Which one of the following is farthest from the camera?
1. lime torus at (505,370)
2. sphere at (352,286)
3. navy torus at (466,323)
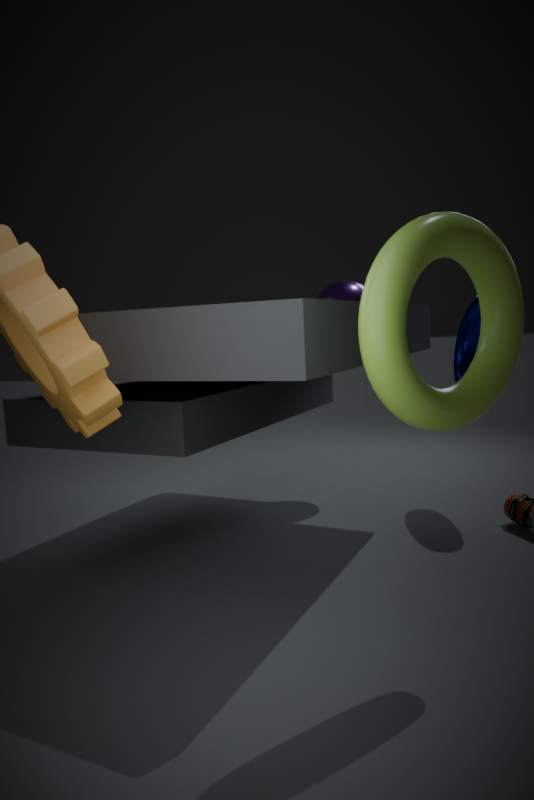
sphere at (352,286)
